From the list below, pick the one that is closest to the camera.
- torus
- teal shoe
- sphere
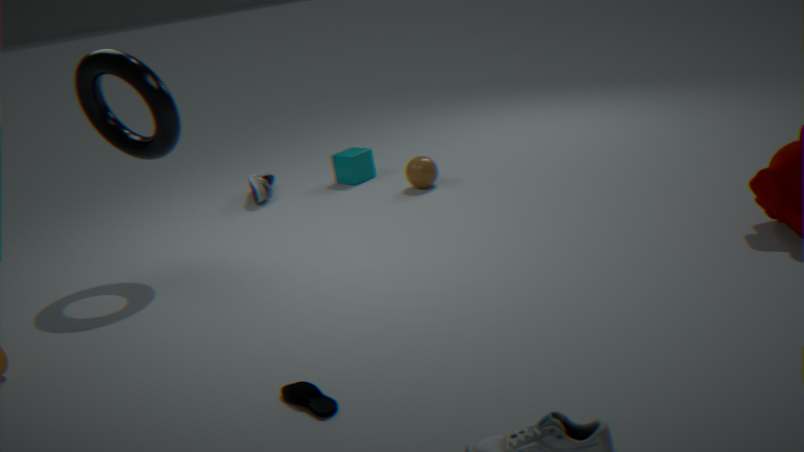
teal shoe
